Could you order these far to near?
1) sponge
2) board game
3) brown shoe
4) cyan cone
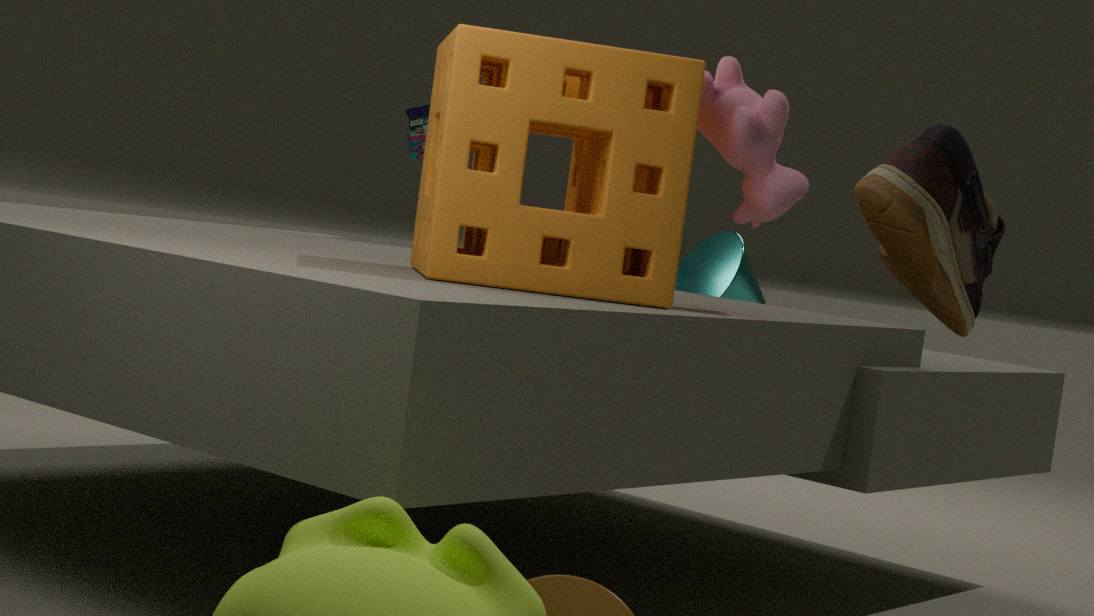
2. board game → 4. cyan cone → 1. sponge → 3. brown shoe
